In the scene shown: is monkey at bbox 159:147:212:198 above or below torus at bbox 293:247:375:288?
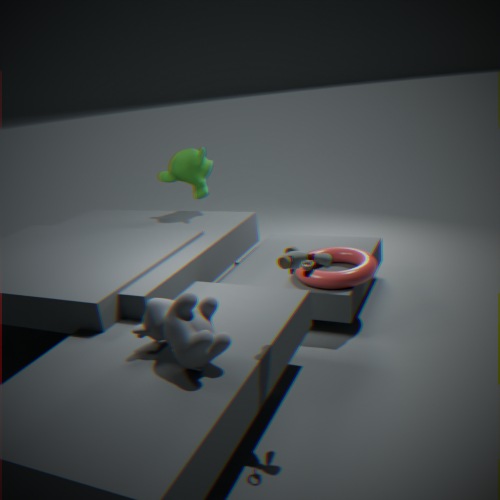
above
